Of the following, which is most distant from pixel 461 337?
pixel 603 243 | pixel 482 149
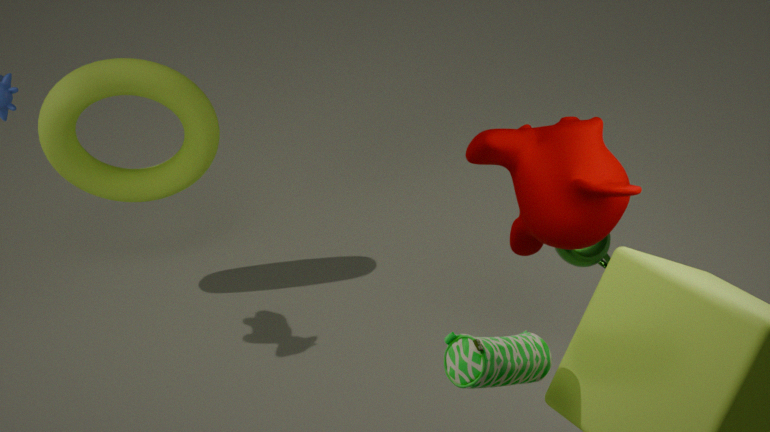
pixel 603 243
